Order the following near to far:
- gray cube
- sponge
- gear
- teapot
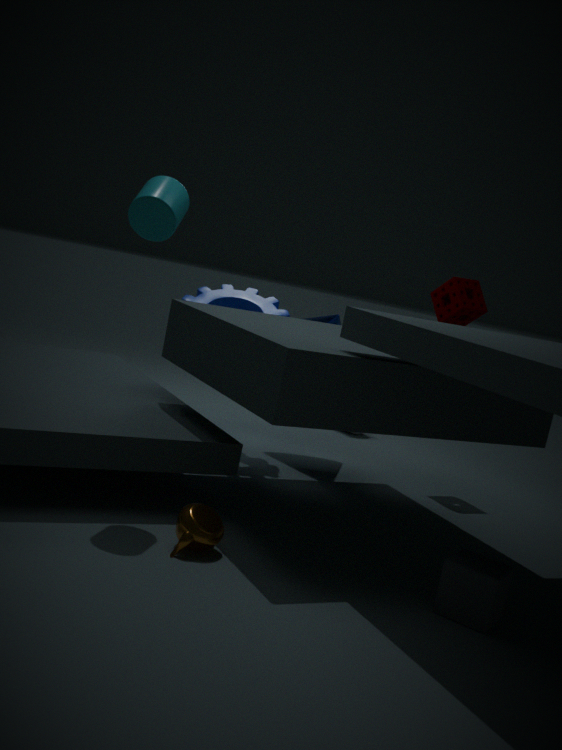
1. gray cube
2. teapot
3. gear
4. sponge
